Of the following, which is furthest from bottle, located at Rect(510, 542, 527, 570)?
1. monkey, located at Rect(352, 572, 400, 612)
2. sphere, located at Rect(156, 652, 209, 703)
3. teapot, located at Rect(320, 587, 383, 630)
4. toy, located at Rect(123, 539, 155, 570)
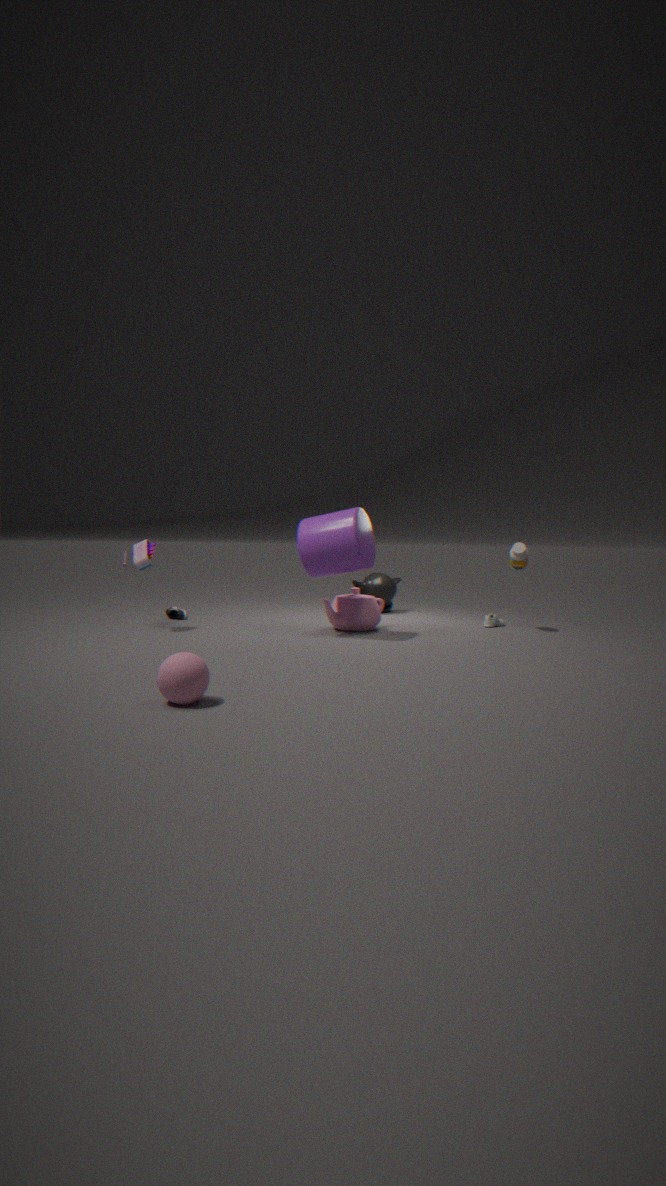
sphere, located at Rect(156, 652, 209, 703)
